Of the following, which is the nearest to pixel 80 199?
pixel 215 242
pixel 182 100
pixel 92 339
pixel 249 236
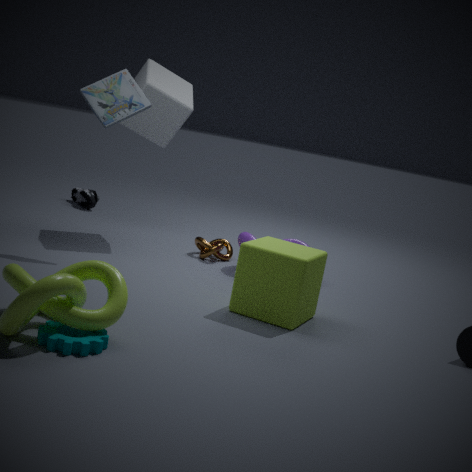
pixel 182 100
